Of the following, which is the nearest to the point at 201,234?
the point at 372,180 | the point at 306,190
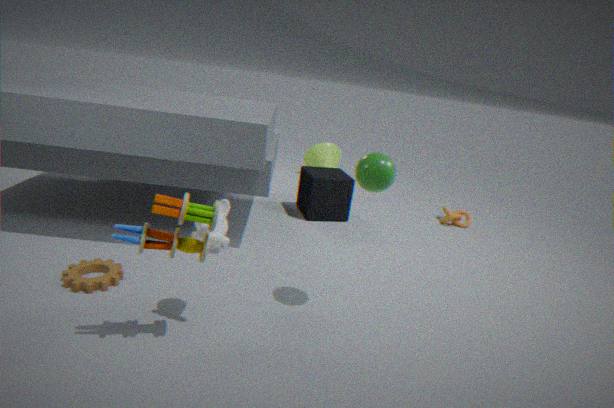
the point at 372,180
